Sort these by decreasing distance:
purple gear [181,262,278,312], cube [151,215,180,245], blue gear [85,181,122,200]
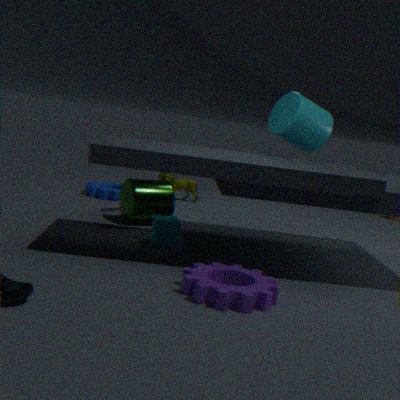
blue gear [85,181,122,200], cube [151,215,180,245], purple gear [181,262,278,312]
